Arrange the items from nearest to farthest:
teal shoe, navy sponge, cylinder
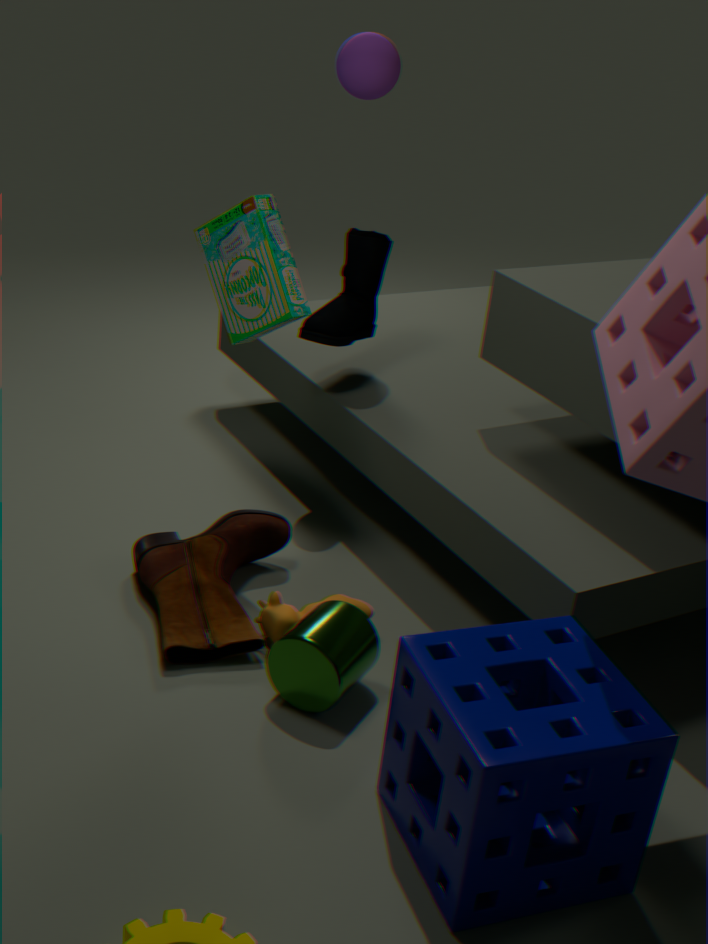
navy sponge < cylinder < teal shoe
